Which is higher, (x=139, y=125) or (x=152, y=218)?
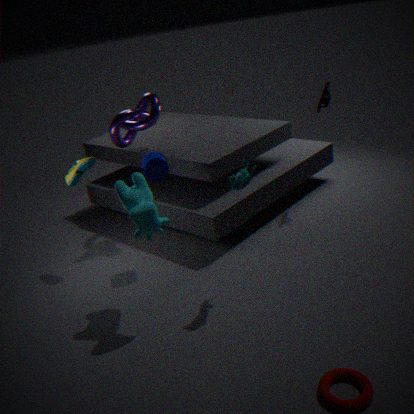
(x=139, y=125)
